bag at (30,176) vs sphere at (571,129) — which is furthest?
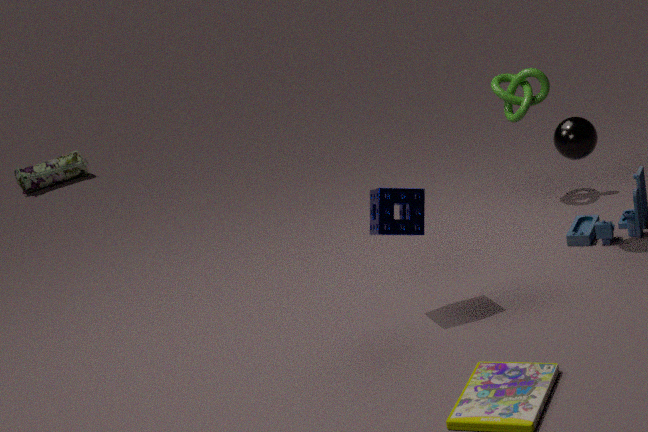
bag at (30,176)
